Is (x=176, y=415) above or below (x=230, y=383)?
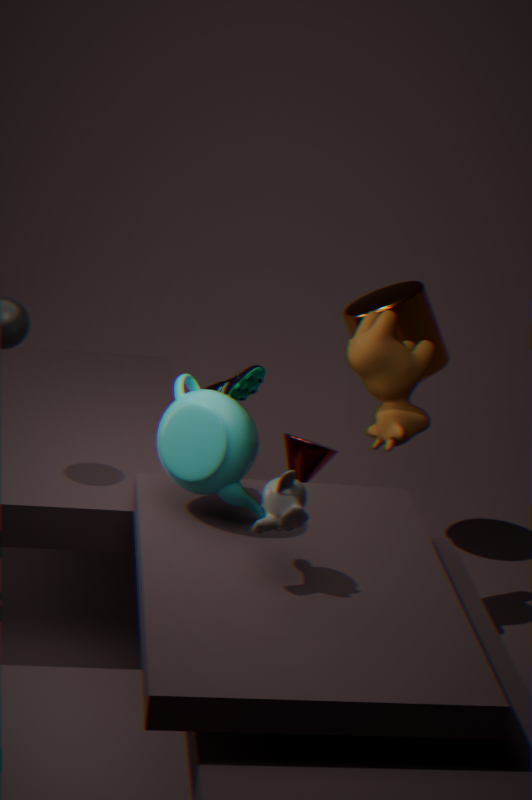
above
